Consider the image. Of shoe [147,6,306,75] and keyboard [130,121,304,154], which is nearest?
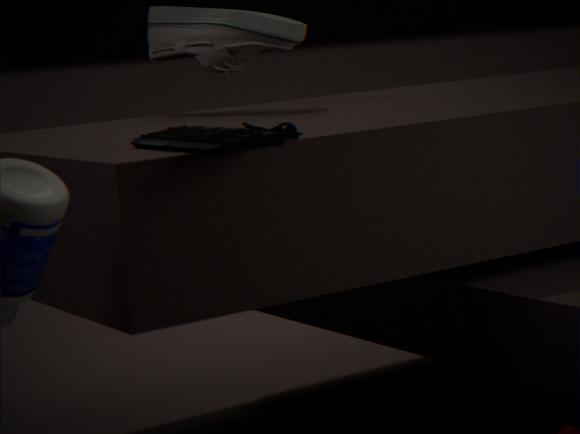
keyboard [130,121,304,154]
